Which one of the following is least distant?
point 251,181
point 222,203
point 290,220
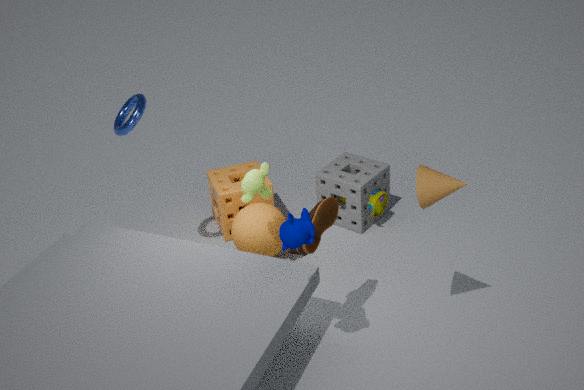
point 290,220
